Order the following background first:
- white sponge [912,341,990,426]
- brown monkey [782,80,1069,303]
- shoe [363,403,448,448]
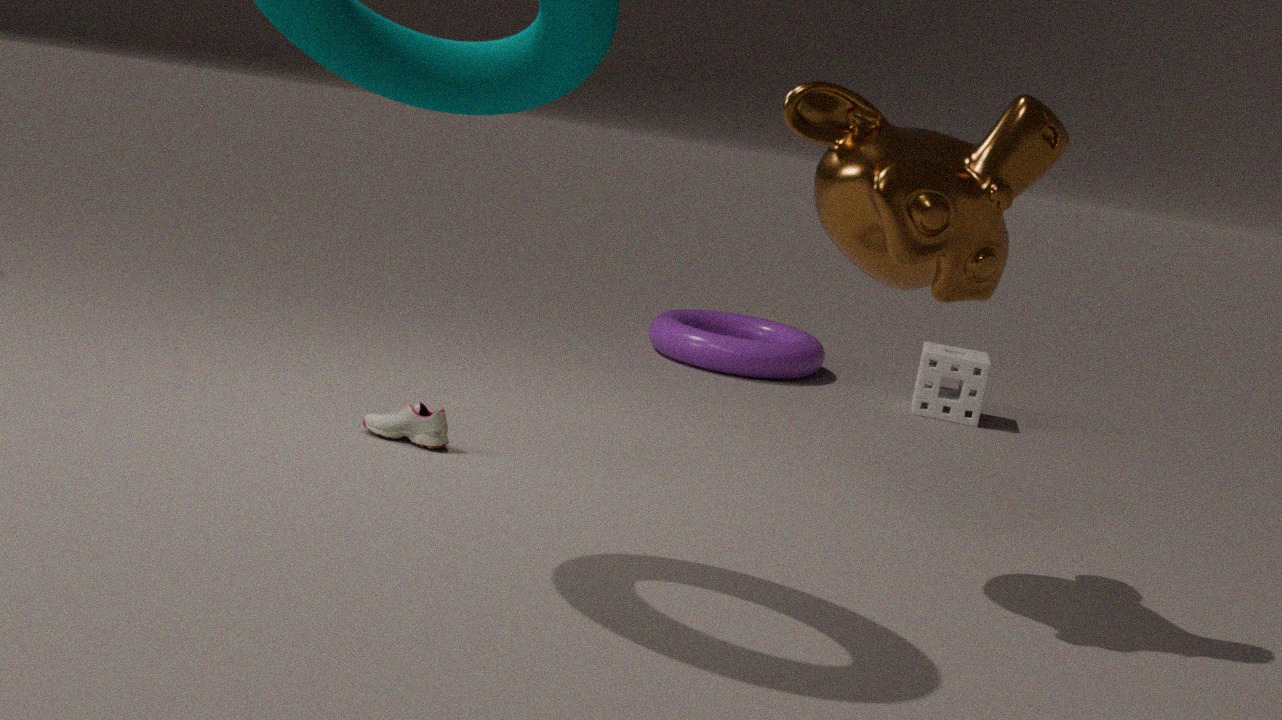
white sponge [912,341,990,426] → shoe [363,403,448,448] → brown monkey [782,80,1069,303]
